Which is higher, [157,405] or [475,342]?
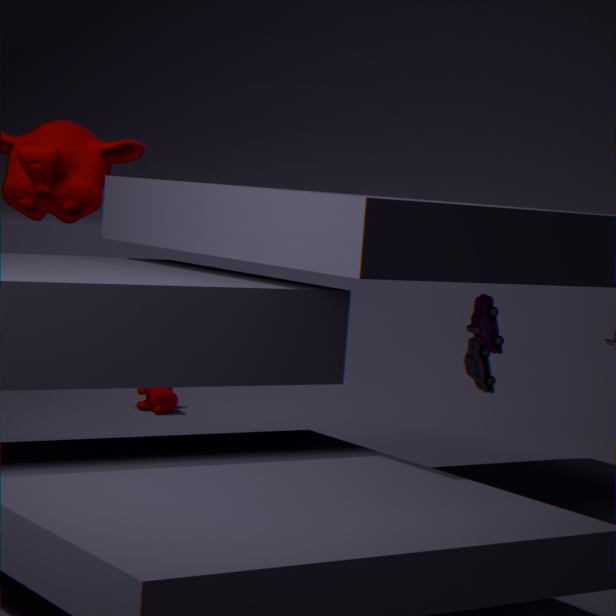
[475,342]
